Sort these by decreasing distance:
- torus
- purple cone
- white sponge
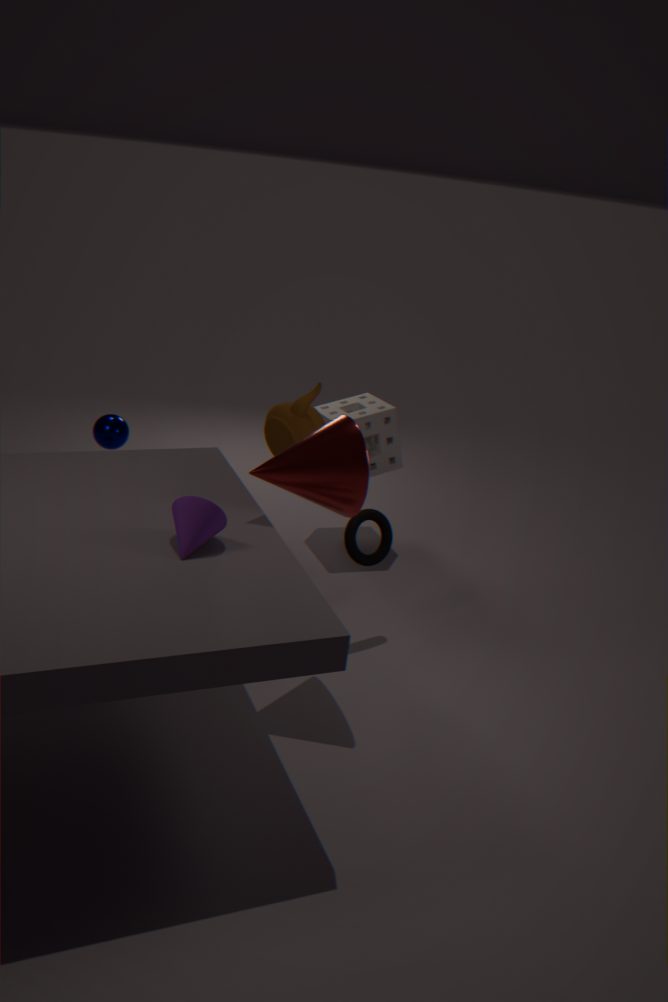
white sponge → torus → purple cone
